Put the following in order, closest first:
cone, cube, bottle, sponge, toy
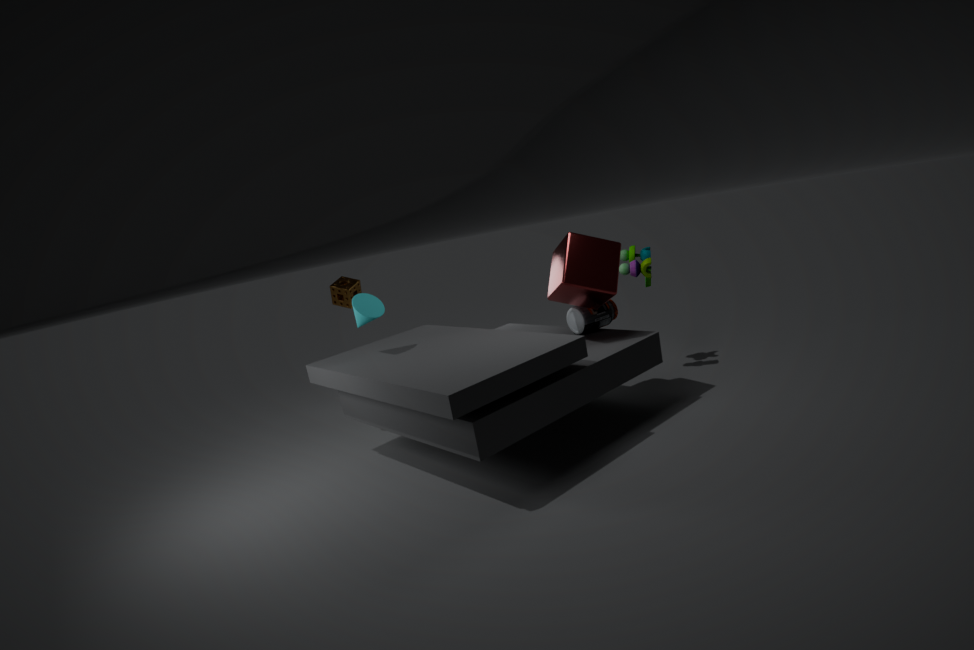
cube → cone → bottle → toy → sponge
